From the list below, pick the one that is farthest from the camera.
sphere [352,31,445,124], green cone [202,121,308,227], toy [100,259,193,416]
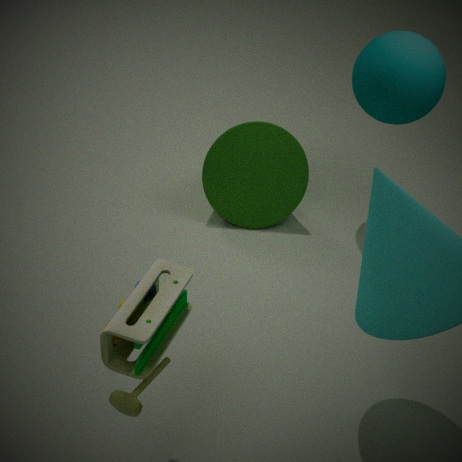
green cone [202,121,308,227]
